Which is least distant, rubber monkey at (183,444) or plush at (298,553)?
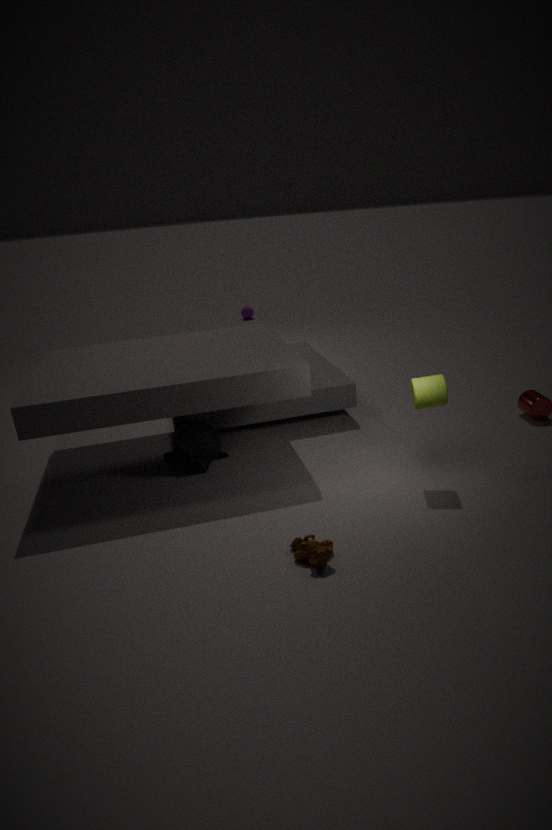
plush at (298,553)
